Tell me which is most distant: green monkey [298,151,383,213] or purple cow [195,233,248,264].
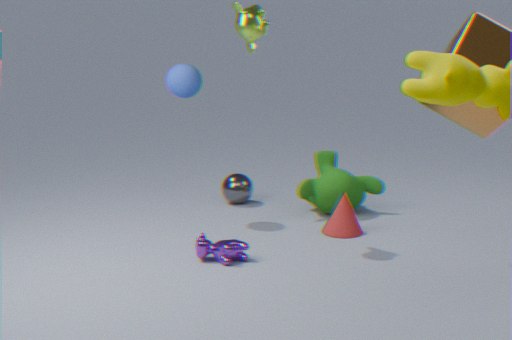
green monkey [298,151,383,213]
